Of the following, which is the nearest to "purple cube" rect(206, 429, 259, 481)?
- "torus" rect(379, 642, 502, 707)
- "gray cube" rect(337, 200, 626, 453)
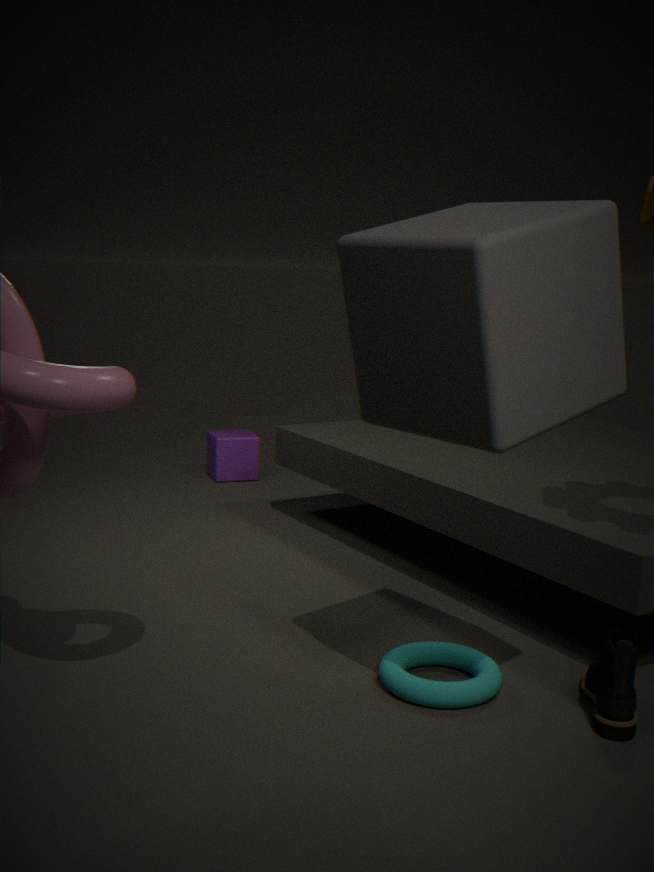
"torus" rect(379, 642, 502, 707)
